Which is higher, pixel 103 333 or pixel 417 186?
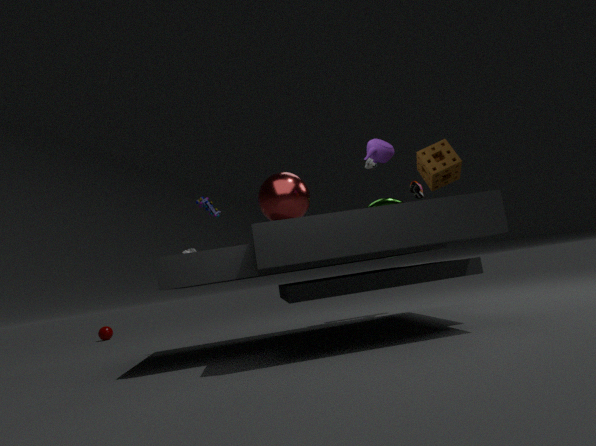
pixel 417 186
